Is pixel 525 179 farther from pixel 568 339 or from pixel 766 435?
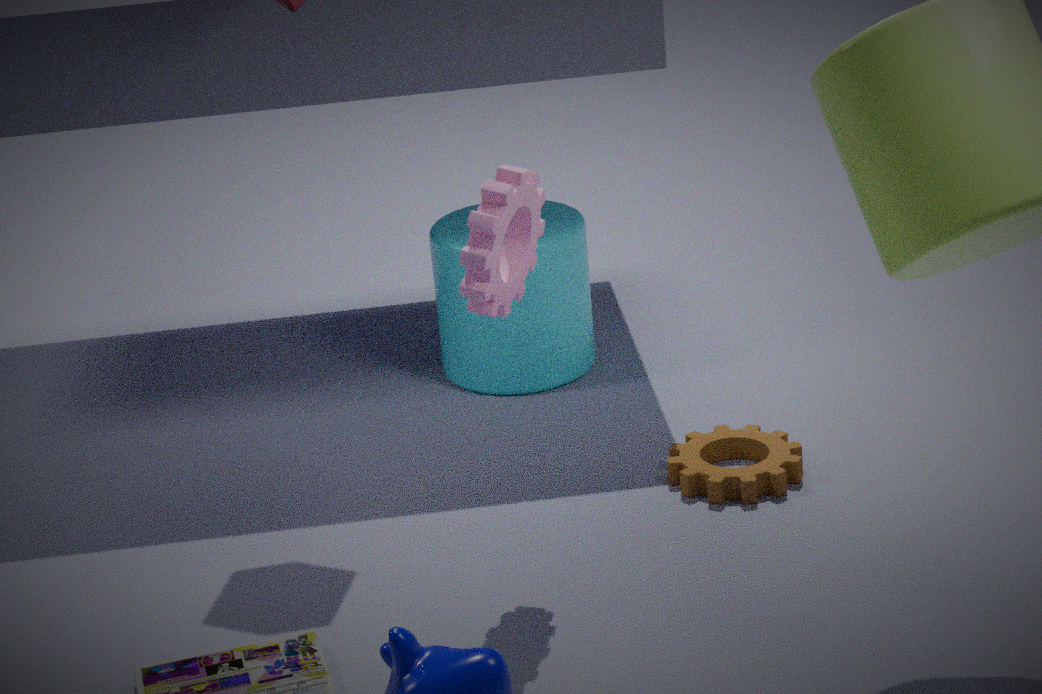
pixel 568 339
